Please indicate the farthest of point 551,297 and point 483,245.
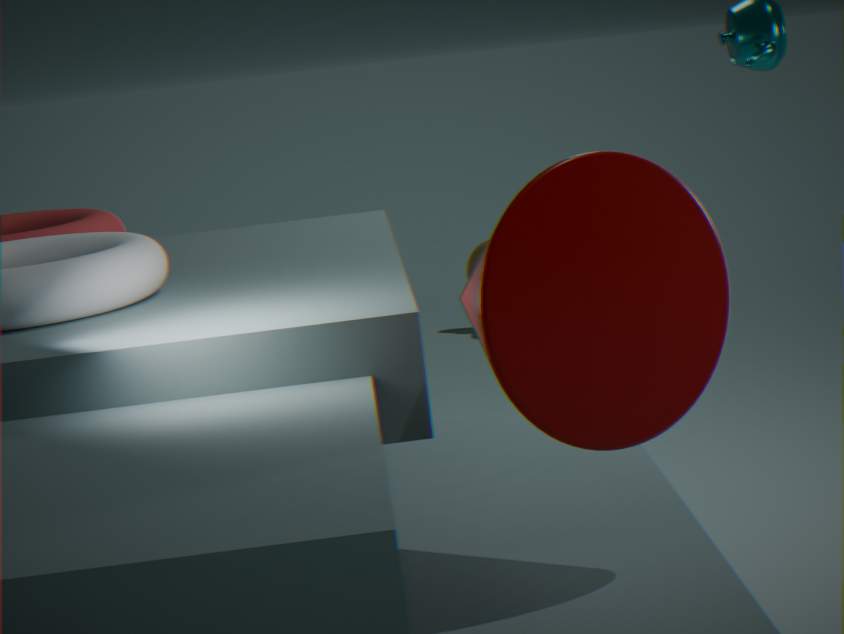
point 483,245
